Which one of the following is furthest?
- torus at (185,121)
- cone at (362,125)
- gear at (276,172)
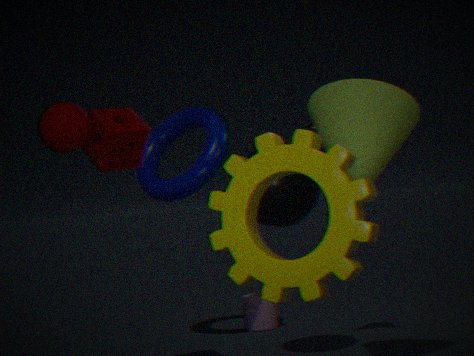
torus at (185,121)
